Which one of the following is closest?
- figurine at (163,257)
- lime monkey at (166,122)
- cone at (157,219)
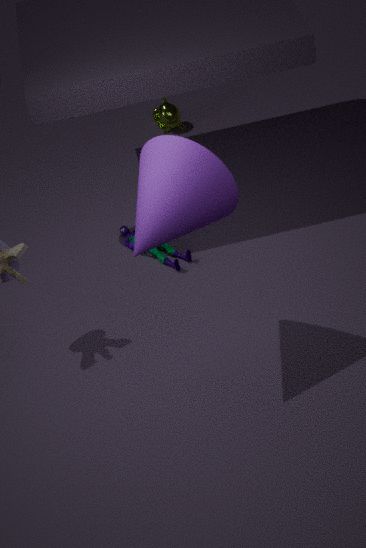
cone at (157,219)
